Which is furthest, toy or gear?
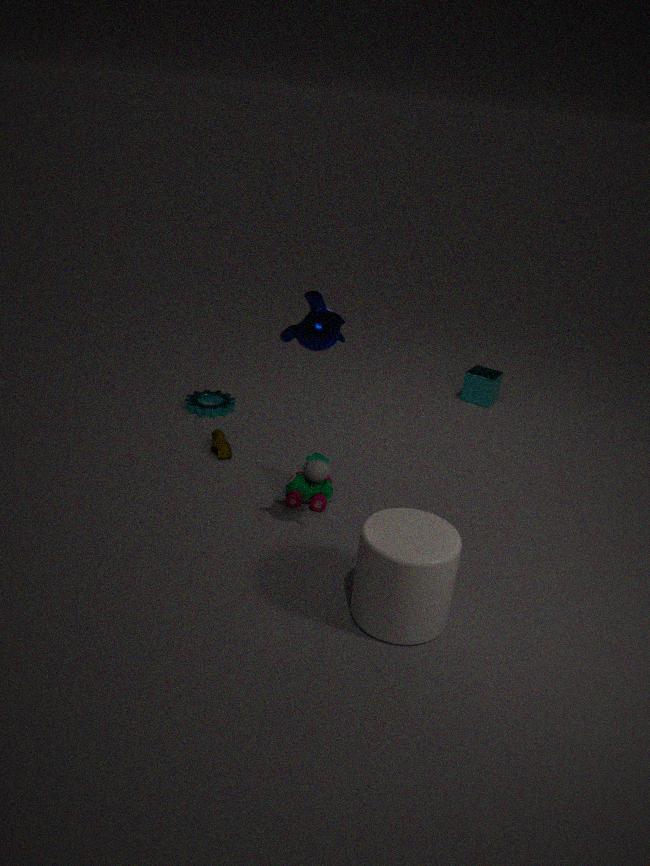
gear
